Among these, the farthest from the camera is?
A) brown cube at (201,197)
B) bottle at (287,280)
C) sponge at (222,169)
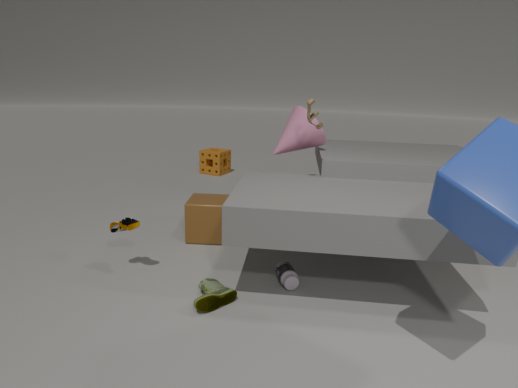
sponge at (222,169)
